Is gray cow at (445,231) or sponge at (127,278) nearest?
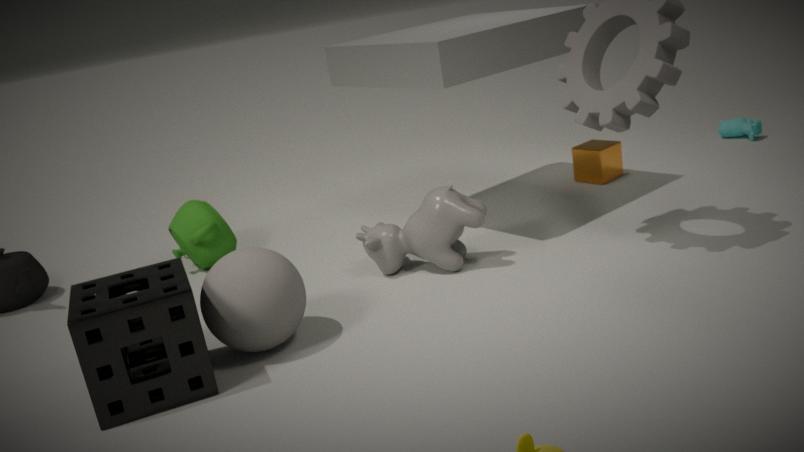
sponge at (127,278)
